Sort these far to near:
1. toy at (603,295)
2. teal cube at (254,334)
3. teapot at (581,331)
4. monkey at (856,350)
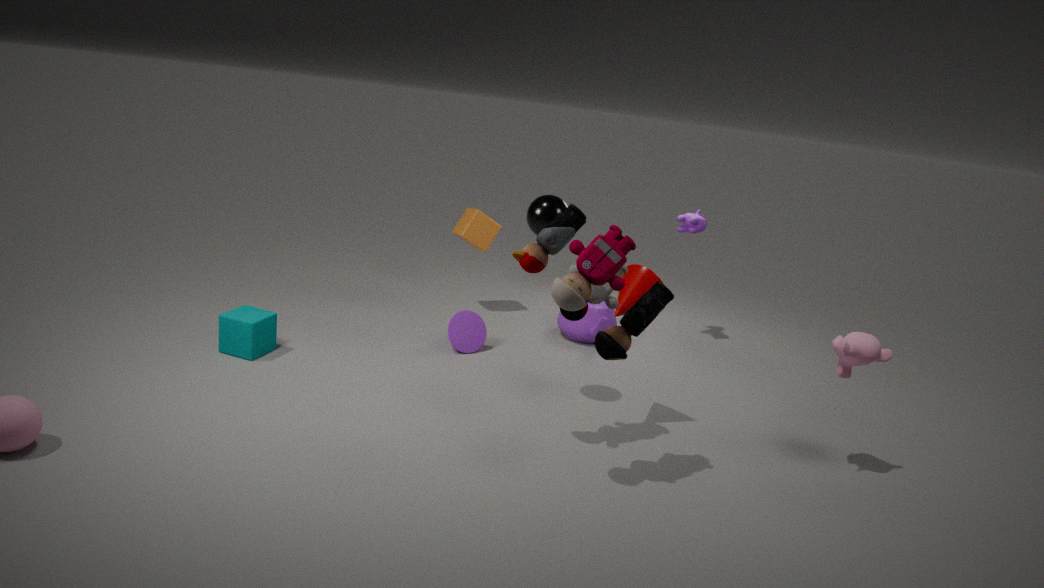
teapot at (581,331)
teal cube at (254,334)
monkey at (856,350)
toy at (603,295)
